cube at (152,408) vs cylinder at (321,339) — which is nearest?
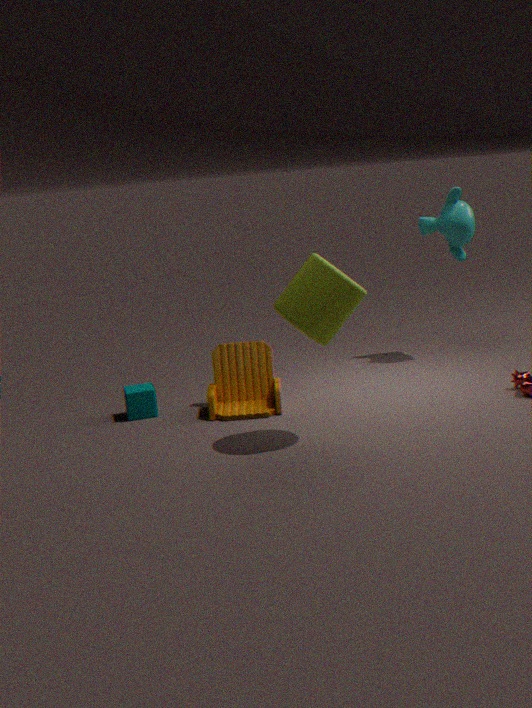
cylinder at (321,339)
